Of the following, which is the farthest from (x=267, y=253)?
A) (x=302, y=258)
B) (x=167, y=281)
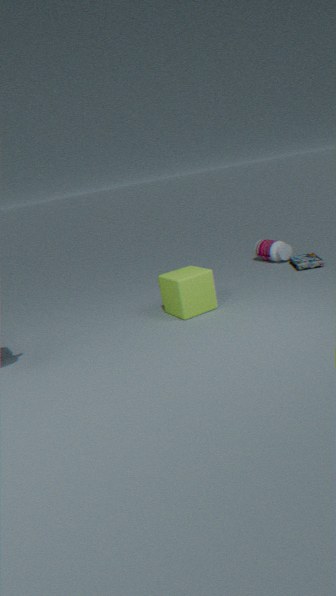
(x=167, y=281)
